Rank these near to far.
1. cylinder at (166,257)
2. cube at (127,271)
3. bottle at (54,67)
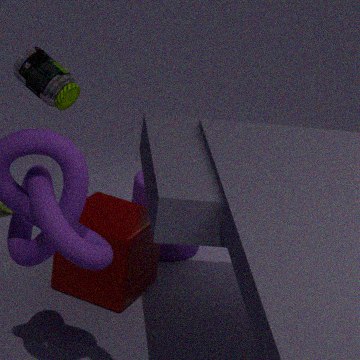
cube at (127,271)
bottle at (54,67)
cylinder at (166,257)
